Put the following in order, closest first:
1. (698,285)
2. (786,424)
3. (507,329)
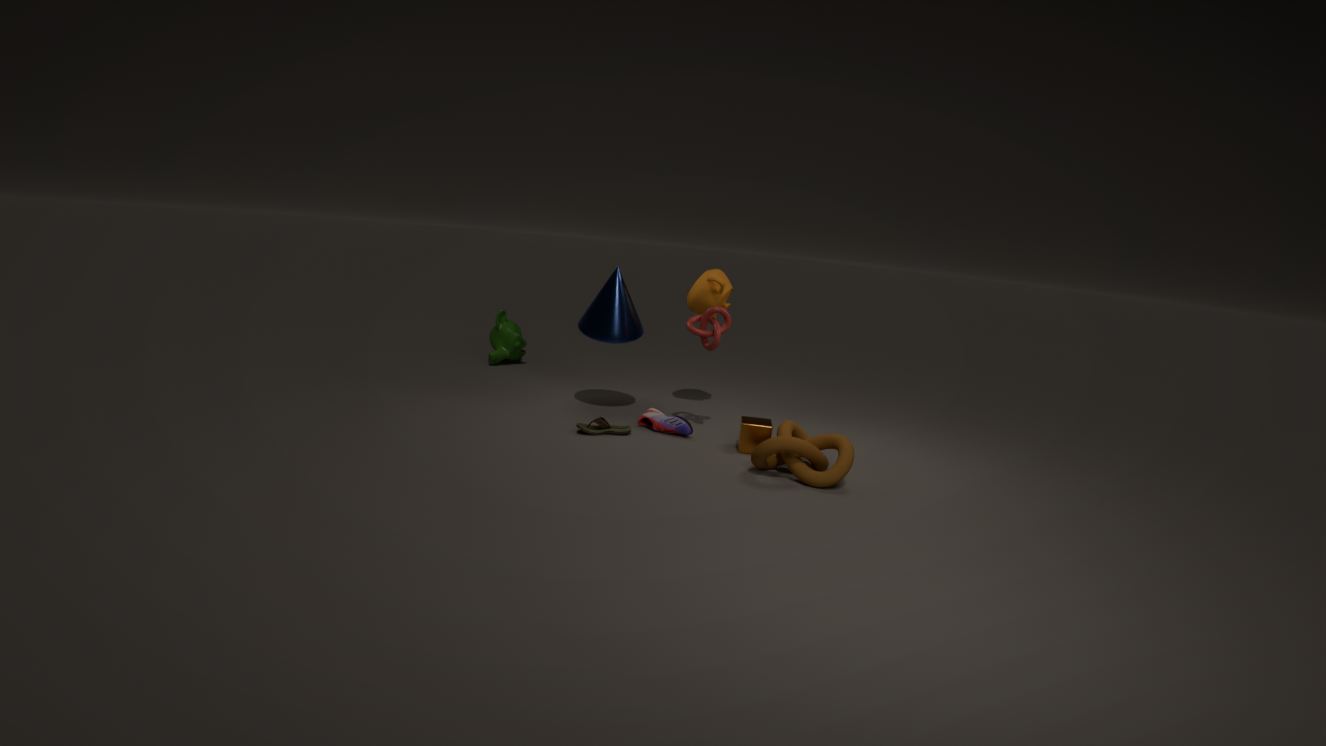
(786,424) → (698,285) → (507,329)
